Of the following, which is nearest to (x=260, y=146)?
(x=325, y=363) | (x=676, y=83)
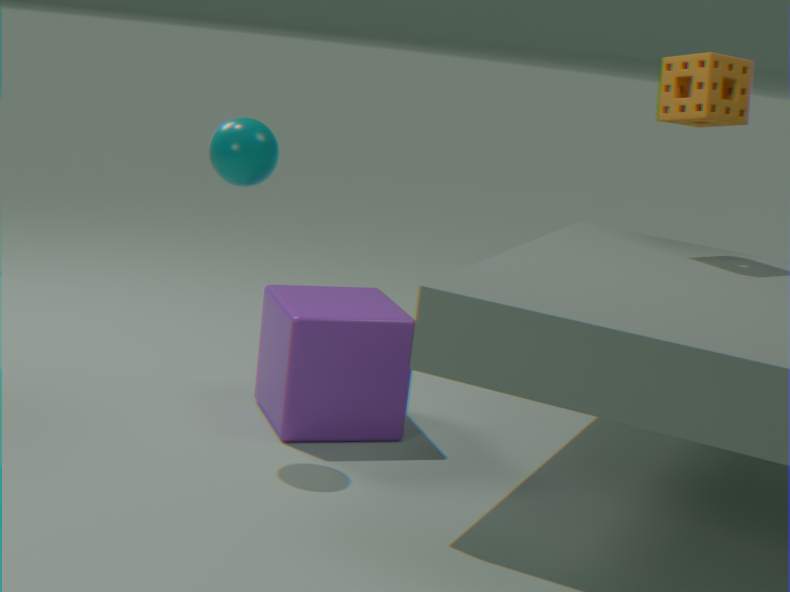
(x=325, y=363)
